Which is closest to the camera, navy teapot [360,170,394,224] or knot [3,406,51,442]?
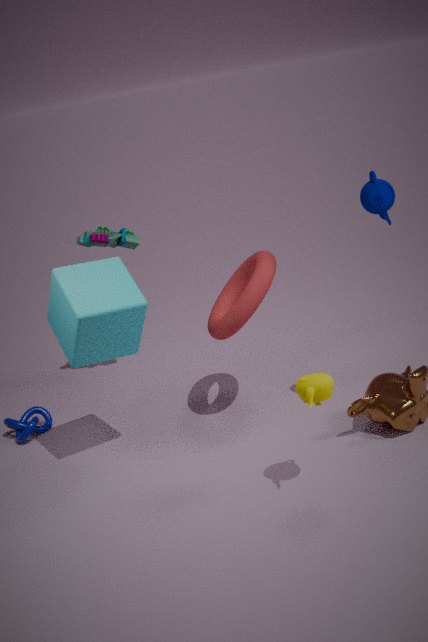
navy teapot [360,170,394,224]
